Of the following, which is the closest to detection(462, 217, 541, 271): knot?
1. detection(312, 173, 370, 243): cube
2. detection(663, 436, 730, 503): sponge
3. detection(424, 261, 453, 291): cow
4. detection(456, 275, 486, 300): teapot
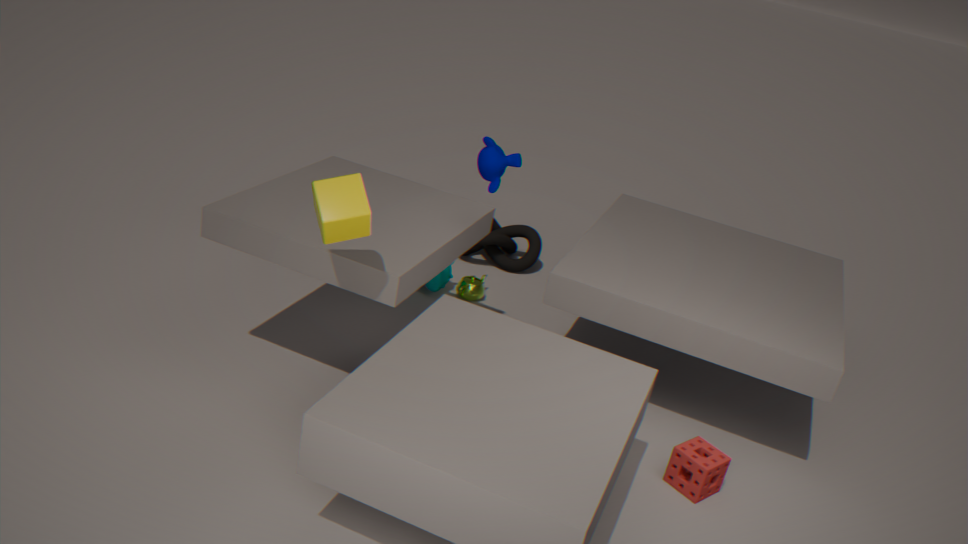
detection(456, 275, 486, 300): teapot
